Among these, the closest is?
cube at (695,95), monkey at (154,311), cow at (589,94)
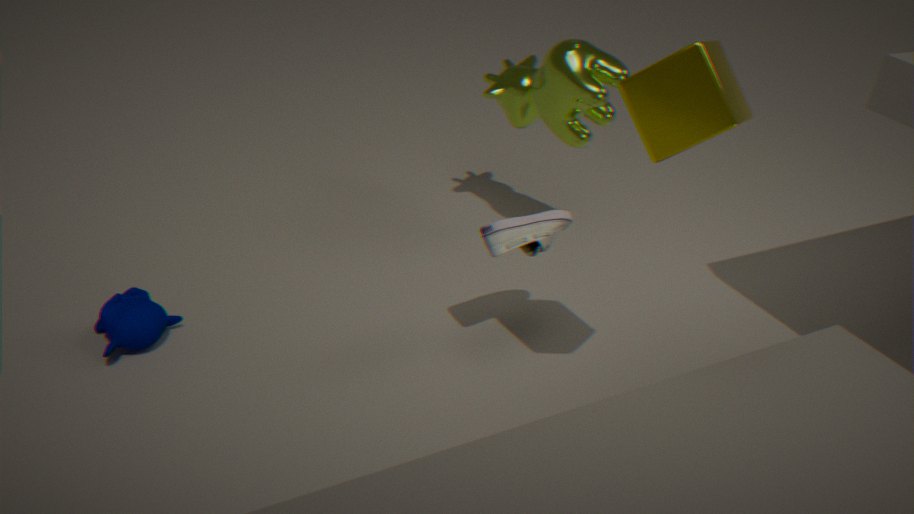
cube at (695,95)
